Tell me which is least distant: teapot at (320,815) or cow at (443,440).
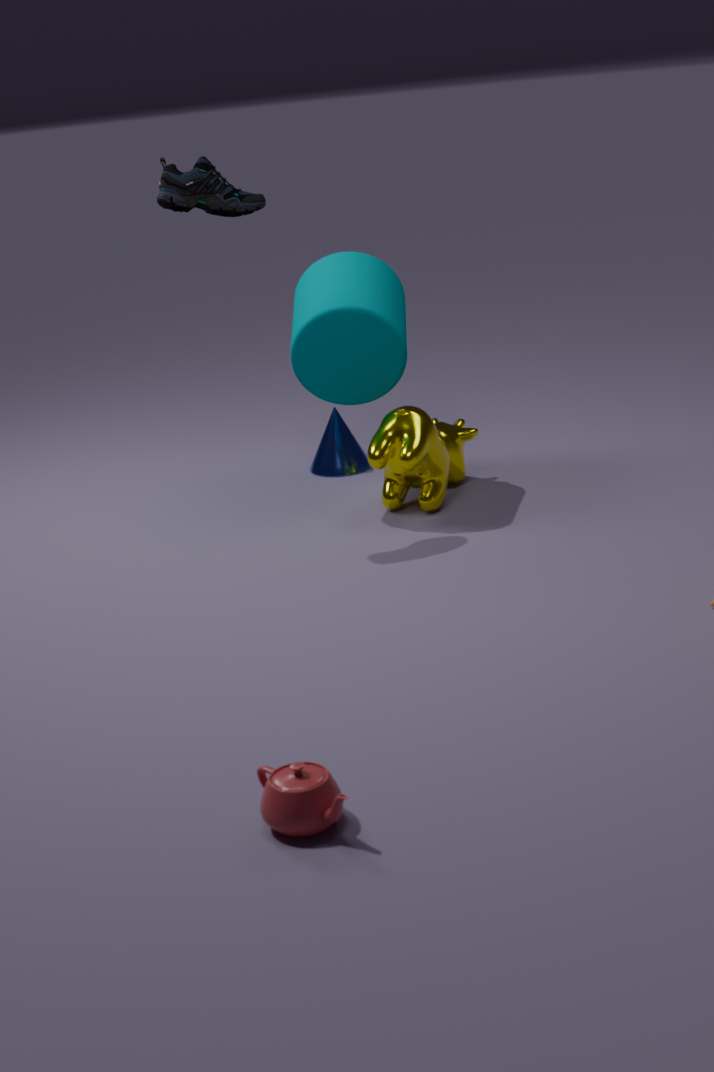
teapot at (320,815)
